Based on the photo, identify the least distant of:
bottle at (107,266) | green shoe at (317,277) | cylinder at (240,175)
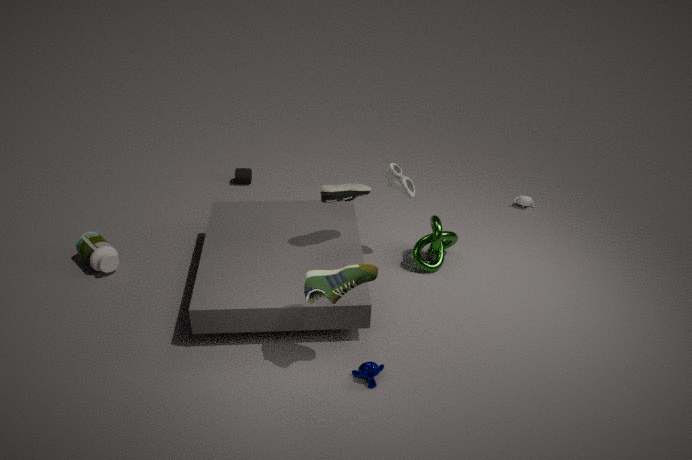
green shoe at (317,277)
